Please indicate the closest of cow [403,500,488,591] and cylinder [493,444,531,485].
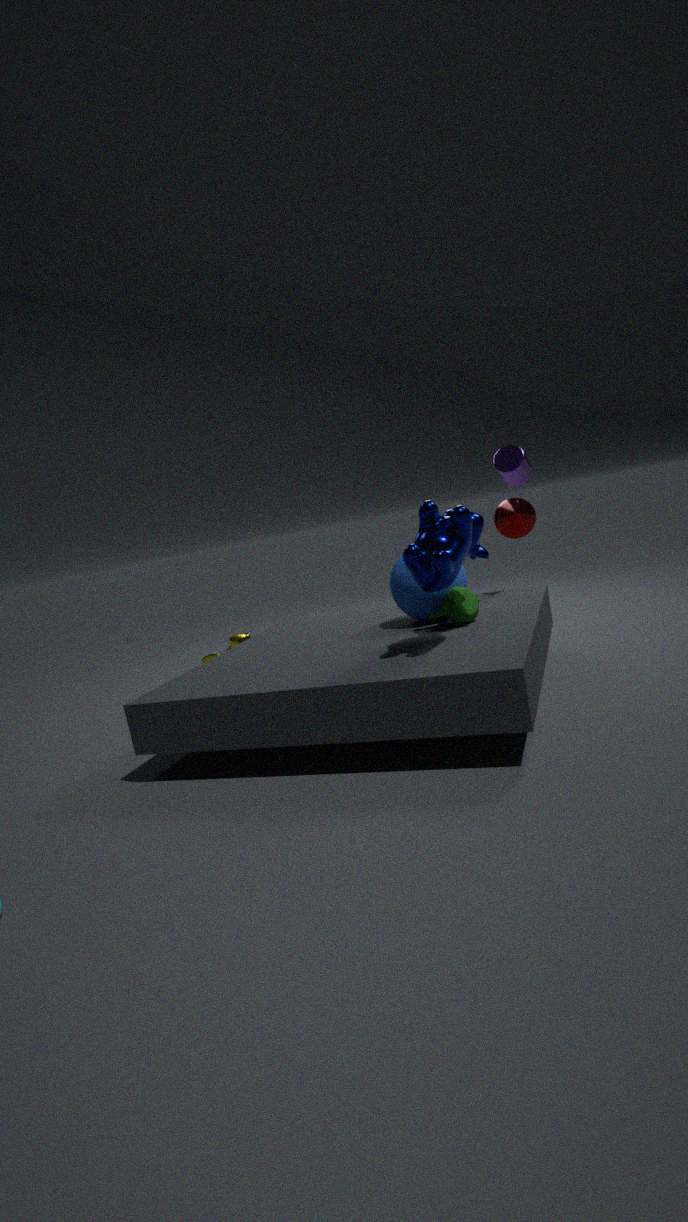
cow [403,500,488,591]
